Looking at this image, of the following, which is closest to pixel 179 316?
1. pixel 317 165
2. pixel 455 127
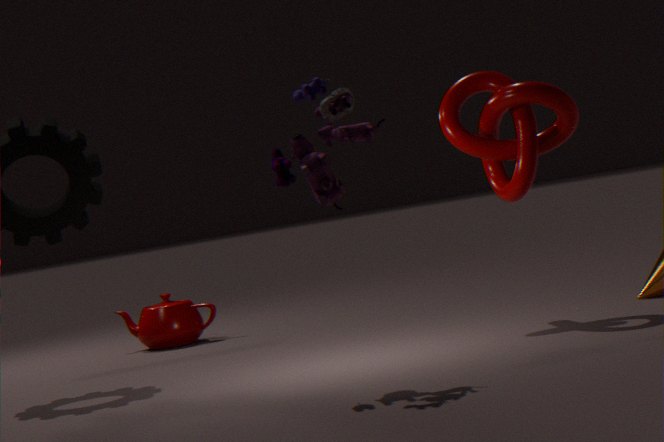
pixel 455 127
